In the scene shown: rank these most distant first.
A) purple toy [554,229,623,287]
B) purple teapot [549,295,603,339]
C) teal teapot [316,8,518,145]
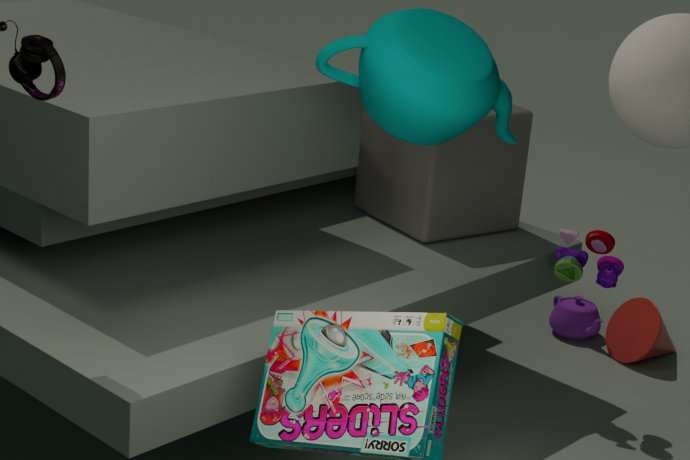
purple teapot [549,295,603,339] < purple toy [554,229,623,287] < teal teapot [316,8,518,145]
